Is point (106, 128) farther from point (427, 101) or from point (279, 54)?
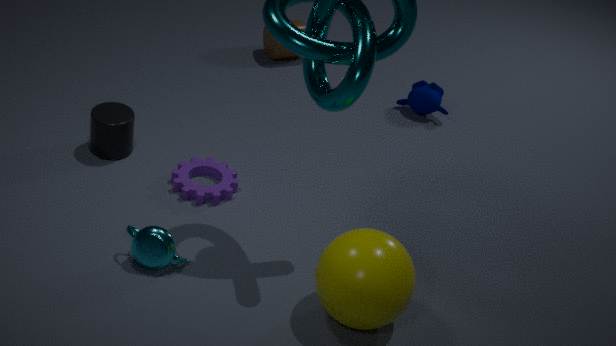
point (427, 101)
